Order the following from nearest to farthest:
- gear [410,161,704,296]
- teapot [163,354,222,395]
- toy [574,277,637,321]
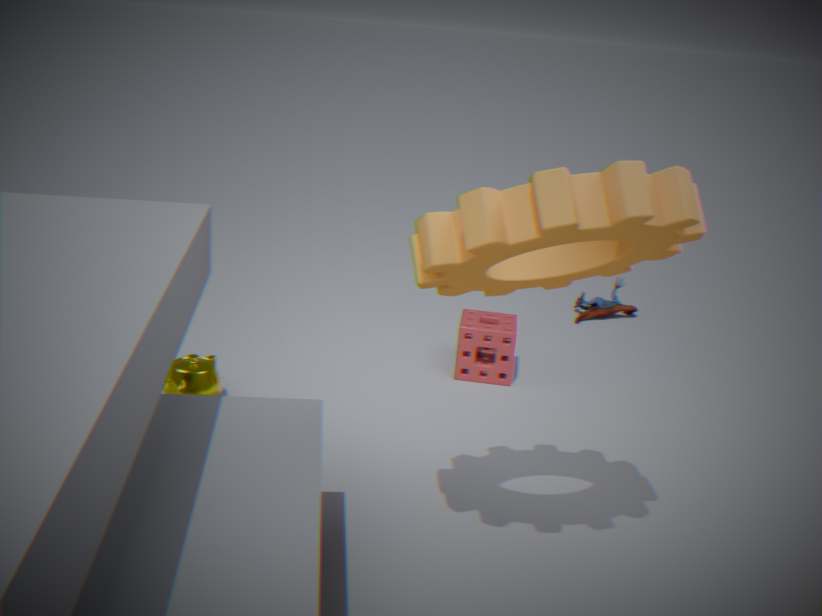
gear [410,161,704,296], teapot [163,354,222,395], toy [574,277,637,321]
